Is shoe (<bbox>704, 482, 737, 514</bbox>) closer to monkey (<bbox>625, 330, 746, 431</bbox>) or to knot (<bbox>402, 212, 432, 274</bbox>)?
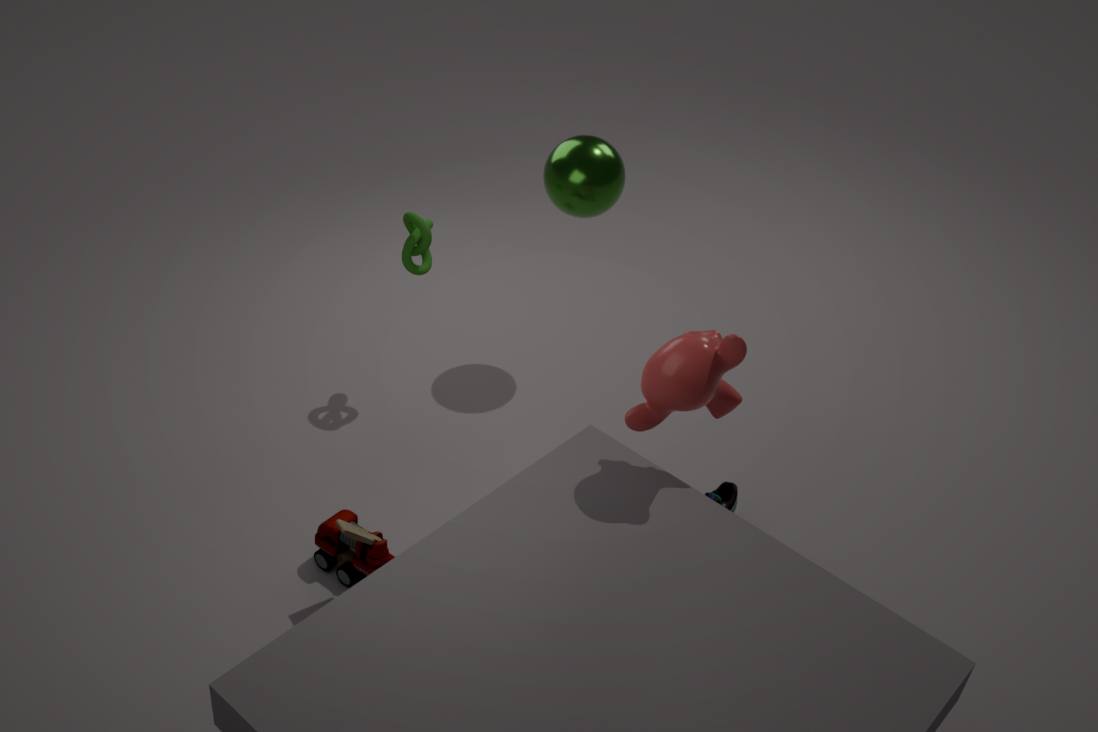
monkey (<bbox>625, 330, 746, 431</bbox>)
